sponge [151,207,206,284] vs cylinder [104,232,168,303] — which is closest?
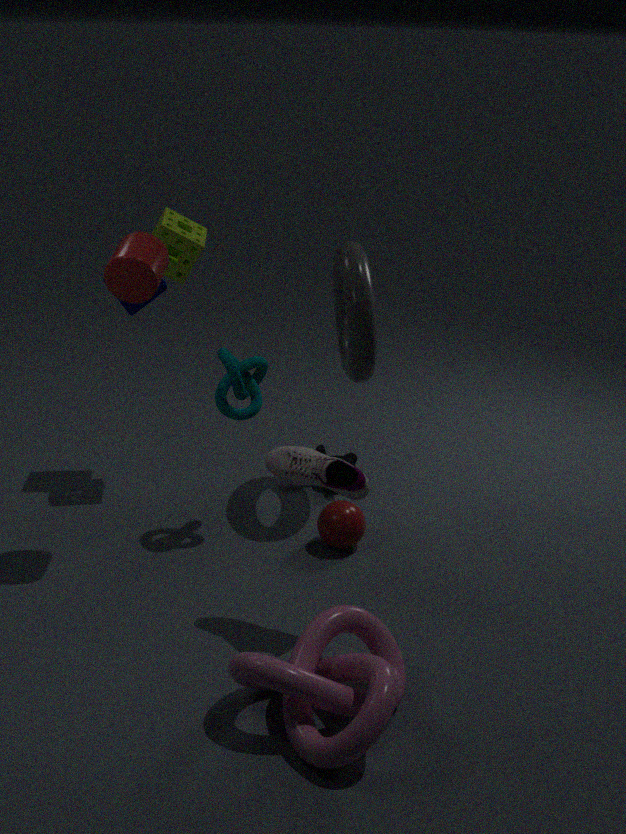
cylinder [104,232,168,303]
